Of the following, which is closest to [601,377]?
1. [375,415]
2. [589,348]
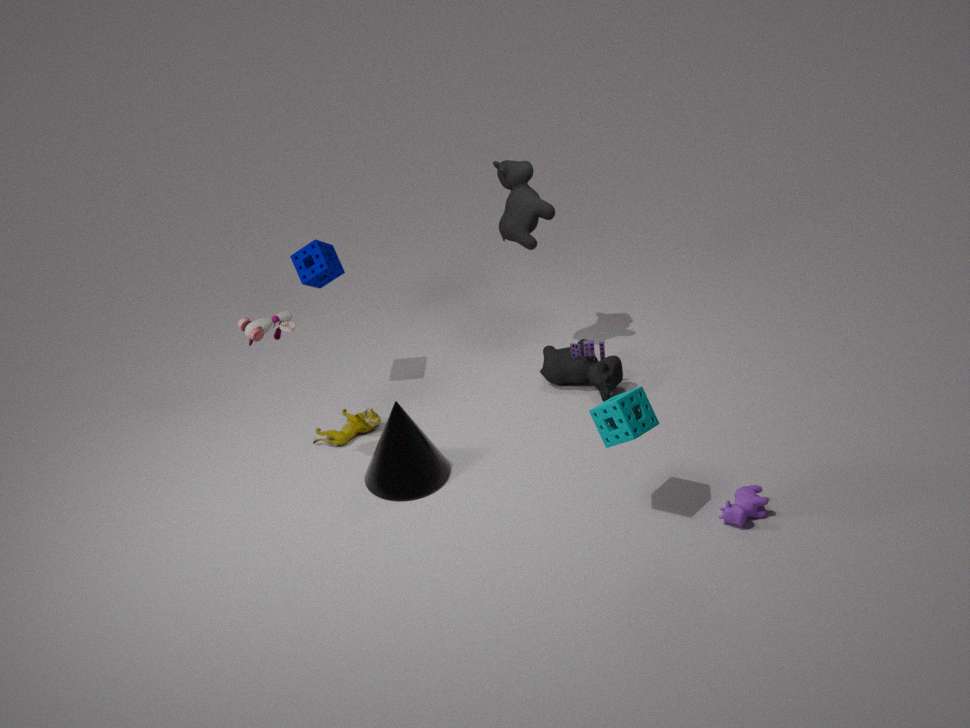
[589,348]
